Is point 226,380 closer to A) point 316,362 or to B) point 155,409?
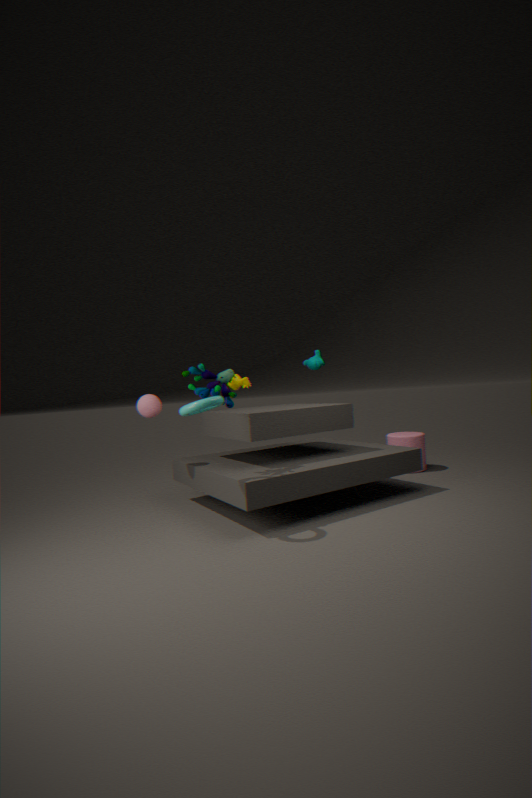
B) point 155,409
